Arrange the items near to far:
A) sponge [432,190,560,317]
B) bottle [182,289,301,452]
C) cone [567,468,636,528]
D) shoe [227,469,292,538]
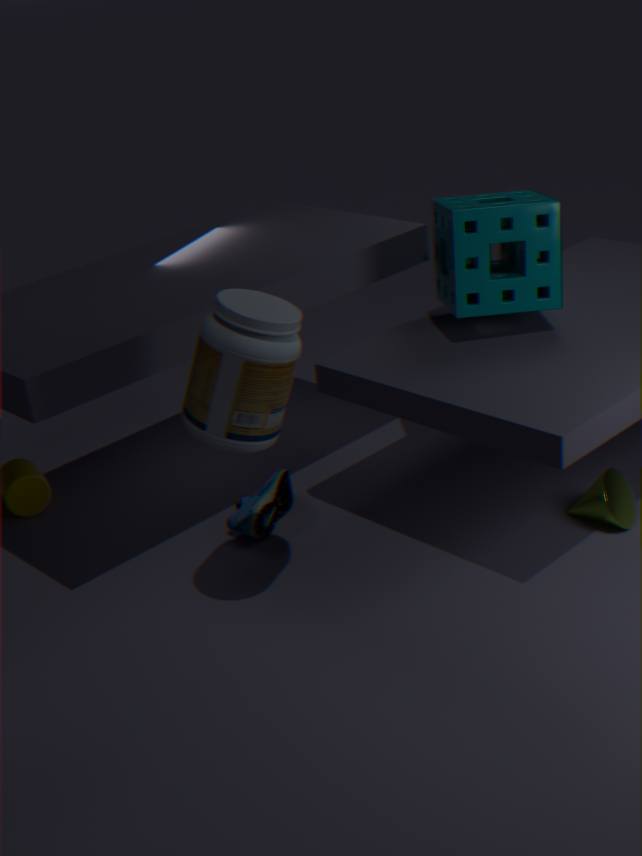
bottle [182,289,301,452], sponge [432,190,560,317], cone [567,468,636,528], shoe [227,469,292,538]
